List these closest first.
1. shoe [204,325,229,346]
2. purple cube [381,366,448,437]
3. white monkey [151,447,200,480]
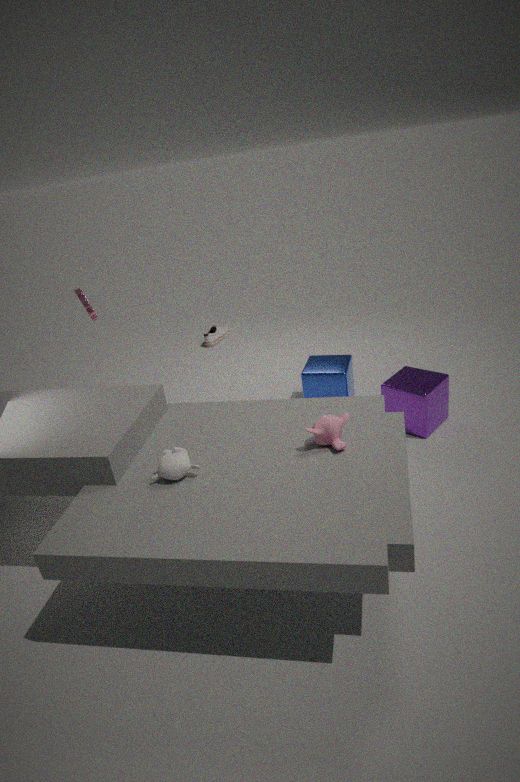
white monkey [151,447,200,480]
purple cube [381,366,448,437]
shoe [204,325,229,346]
